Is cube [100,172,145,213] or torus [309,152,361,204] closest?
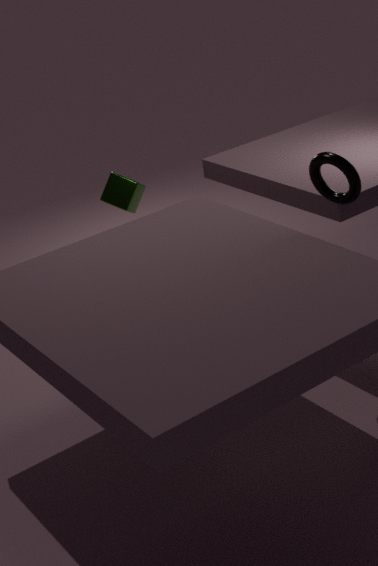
torus [309,152,361,204]
